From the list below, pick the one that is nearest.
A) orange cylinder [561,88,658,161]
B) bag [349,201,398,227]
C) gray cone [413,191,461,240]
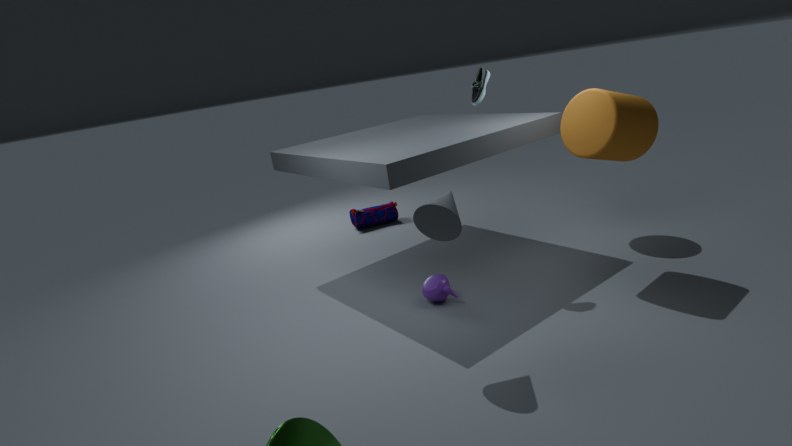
gray cone [413,191,461,240]
